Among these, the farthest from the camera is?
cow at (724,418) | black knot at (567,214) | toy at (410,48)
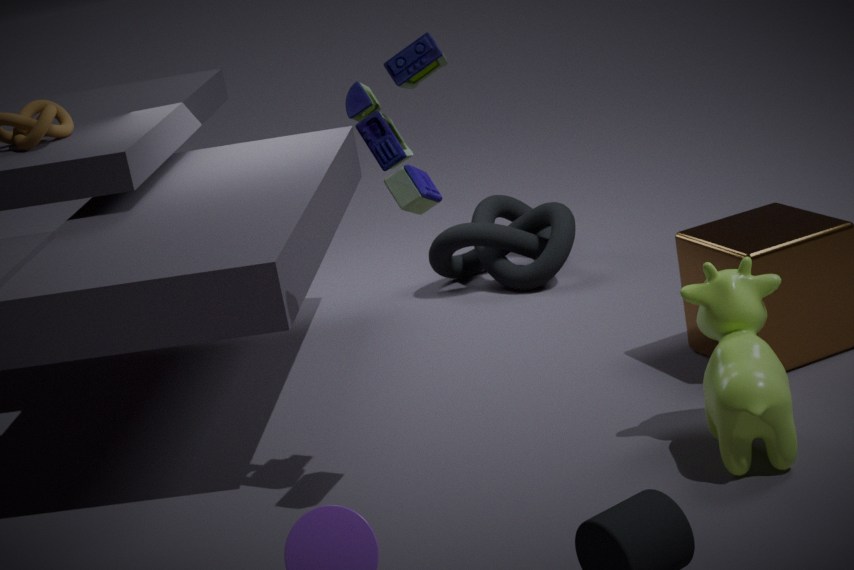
black knot at (567,214)
